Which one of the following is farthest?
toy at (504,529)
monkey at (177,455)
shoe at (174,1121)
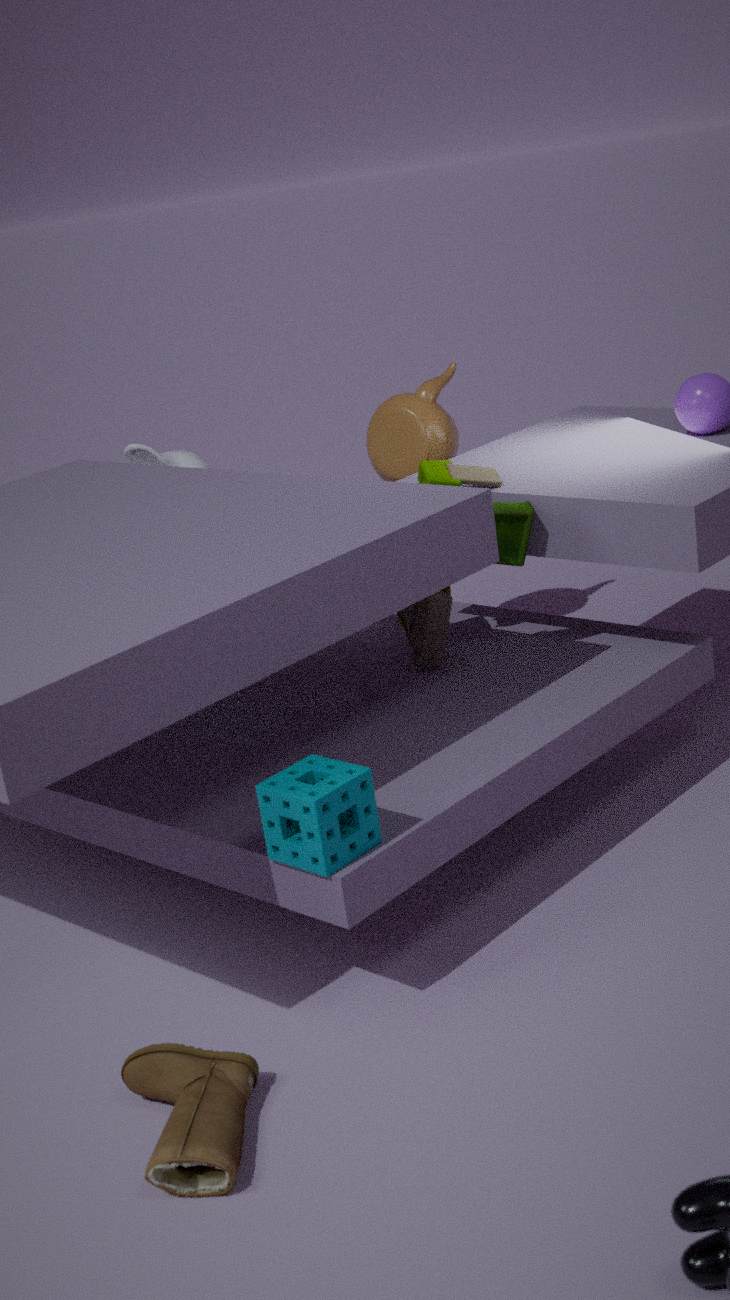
monkey at (177,455)
